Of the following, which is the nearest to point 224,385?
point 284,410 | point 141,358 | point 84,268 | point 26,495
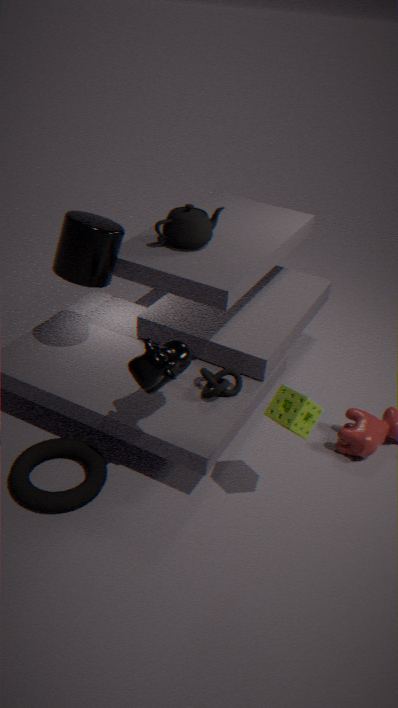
point 141,358
